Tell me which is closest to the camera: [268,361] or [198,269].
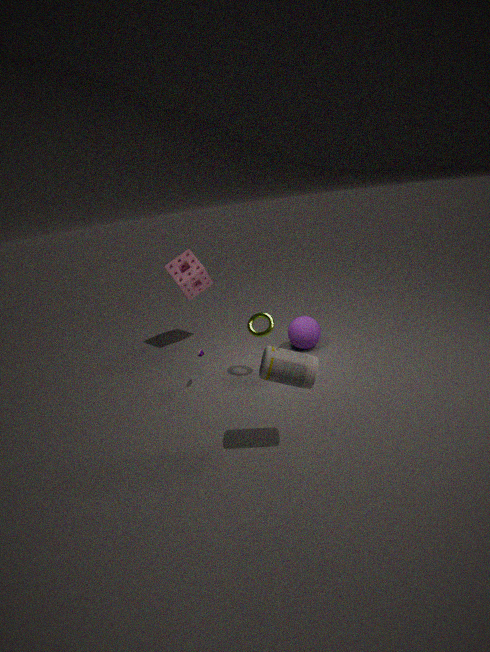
[268,361]
